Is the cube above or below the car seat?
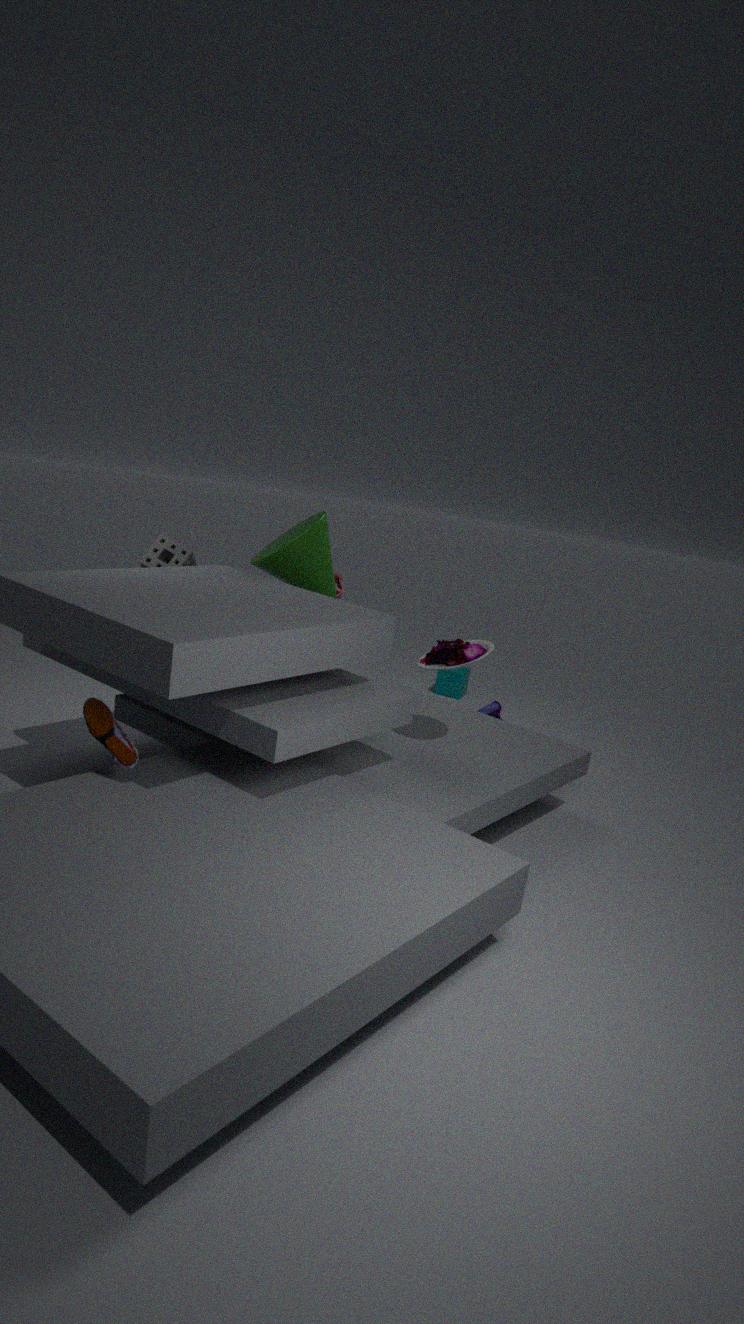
below
